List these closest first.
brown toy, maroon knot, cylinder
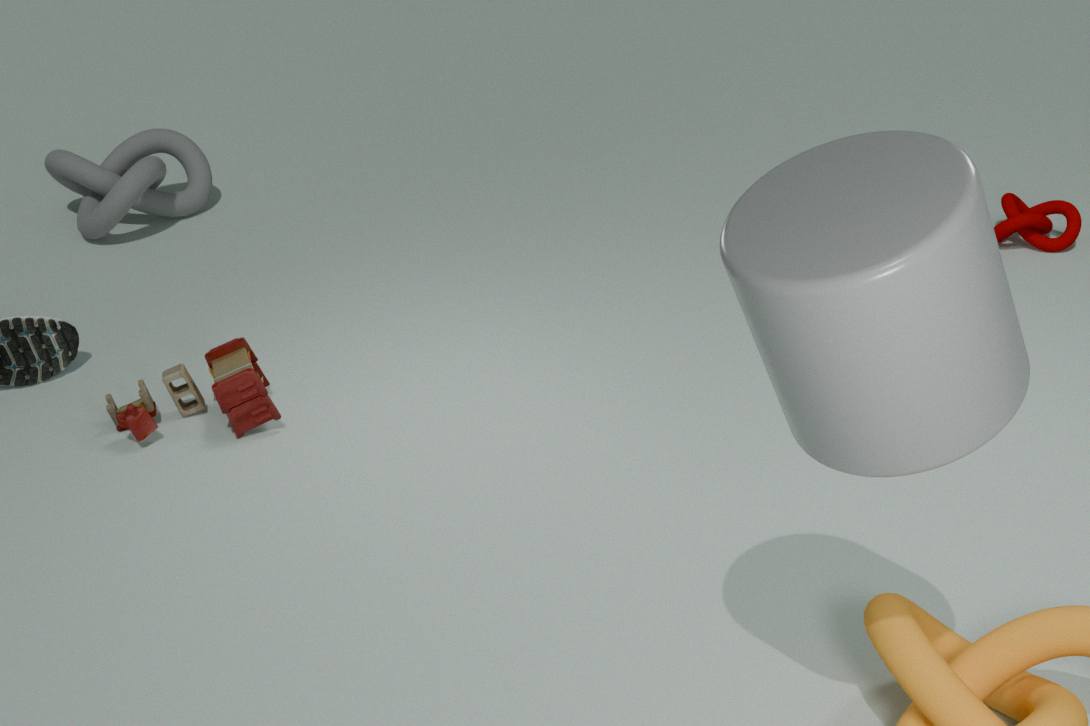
cylinder
brown toy
maroon knot
